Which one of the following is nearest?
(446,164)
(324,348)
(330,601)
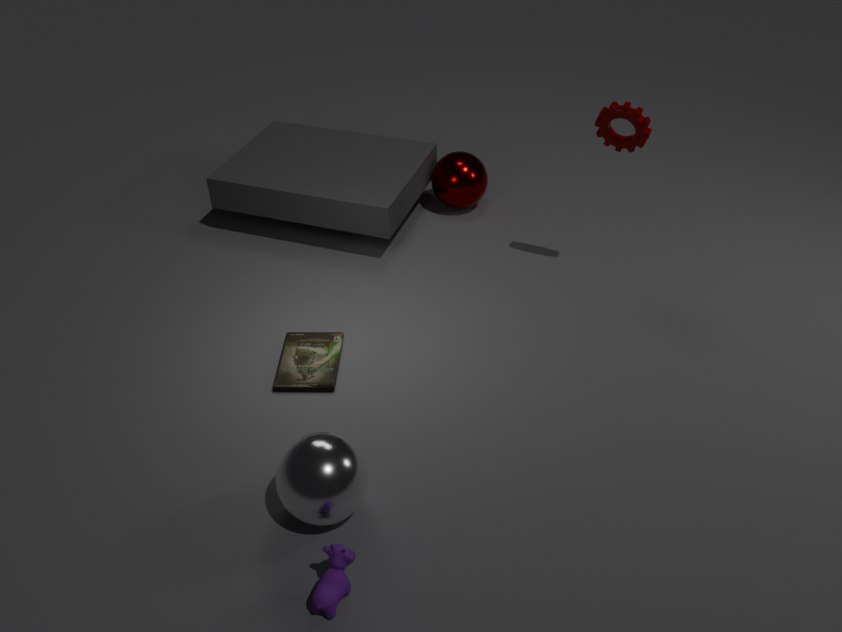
(330,601)
